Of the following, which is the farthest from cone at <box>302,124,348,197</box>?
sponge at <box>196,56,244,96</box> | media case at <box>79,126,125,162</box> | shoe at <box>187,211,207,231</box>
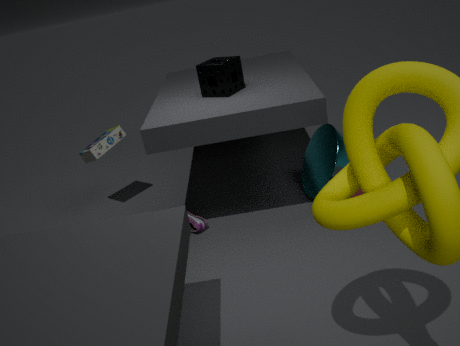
media case at <box>79,126,125,162</box>
